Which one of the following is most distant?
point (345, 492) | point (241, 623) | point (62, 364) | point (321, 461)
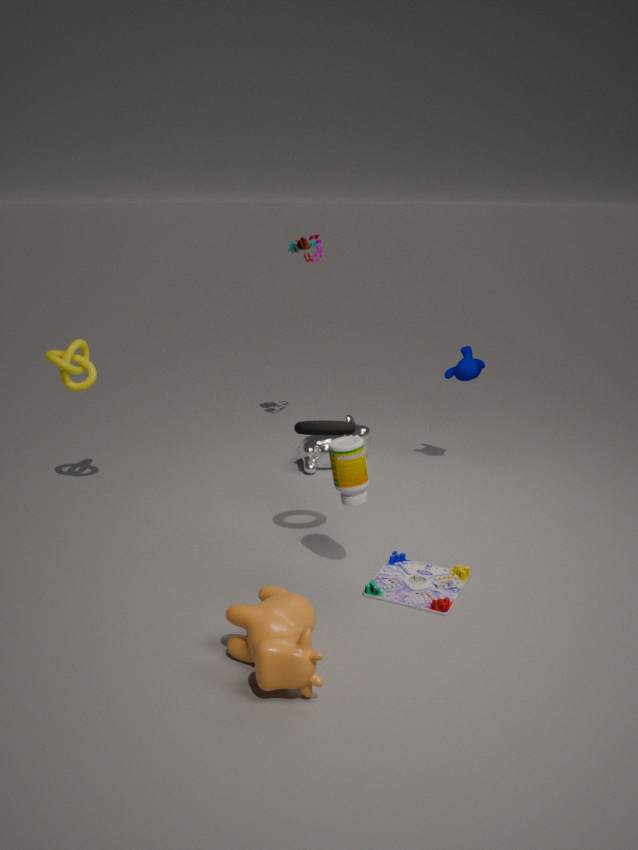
point (321, 461)
